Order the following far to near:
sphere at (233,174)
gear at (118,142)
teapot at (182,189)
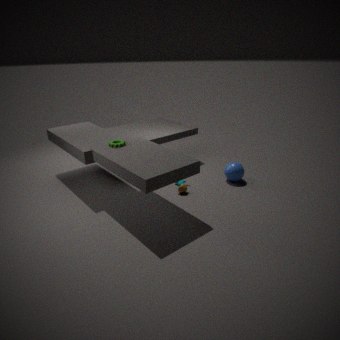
sphere at (233,174) < teapot at (182,189) < gear at (118,142)
